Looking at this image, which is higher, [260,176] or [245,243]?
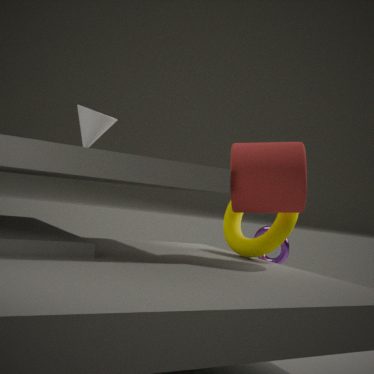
[260,176]
